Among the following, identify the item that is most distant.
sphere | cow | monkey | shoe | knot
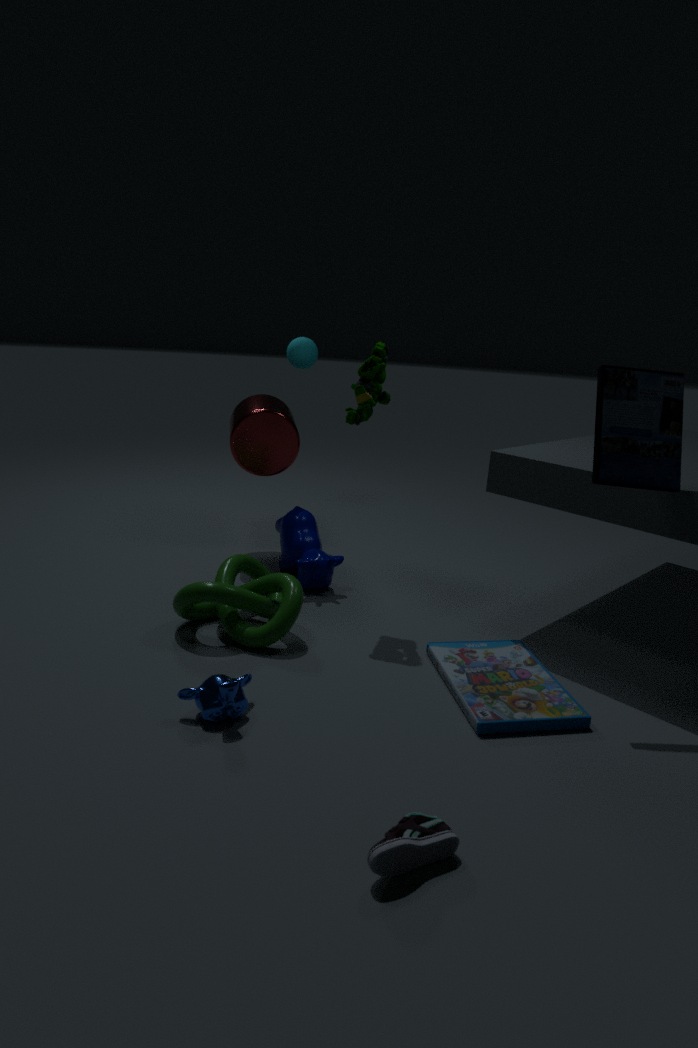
sphere
